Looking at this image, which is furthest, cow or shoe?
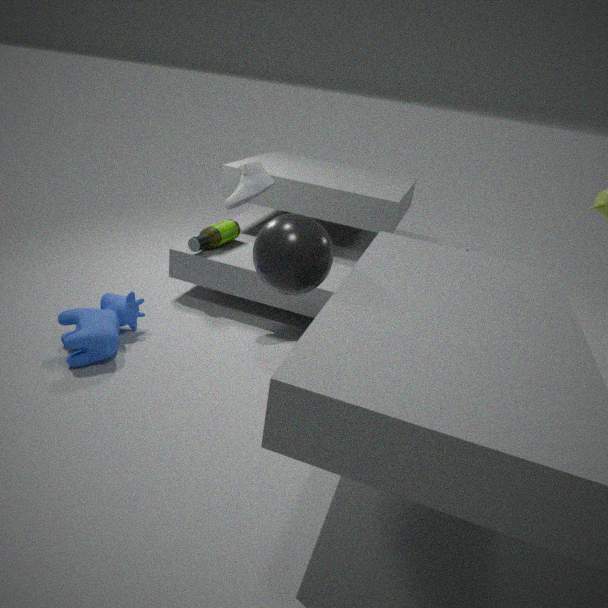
shoe
